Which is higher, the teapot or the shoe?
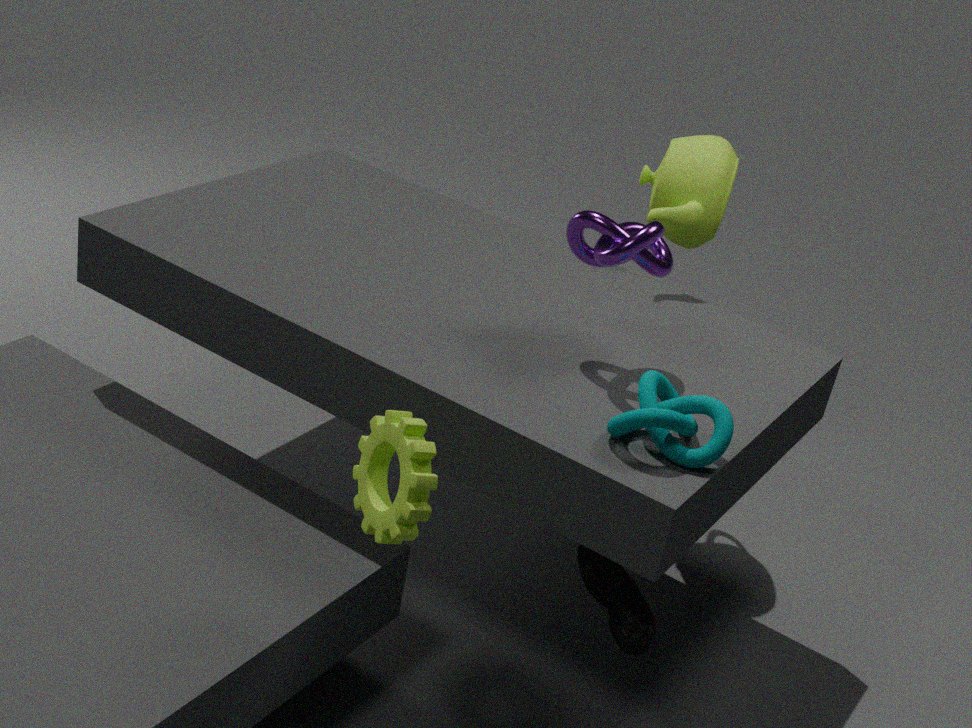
the teapot
